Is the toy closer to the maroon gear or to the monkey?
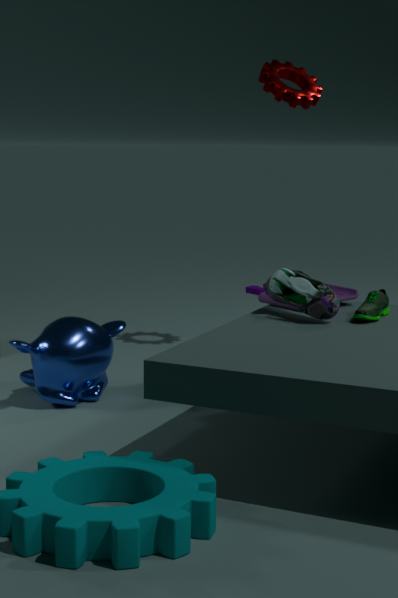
the monkey
